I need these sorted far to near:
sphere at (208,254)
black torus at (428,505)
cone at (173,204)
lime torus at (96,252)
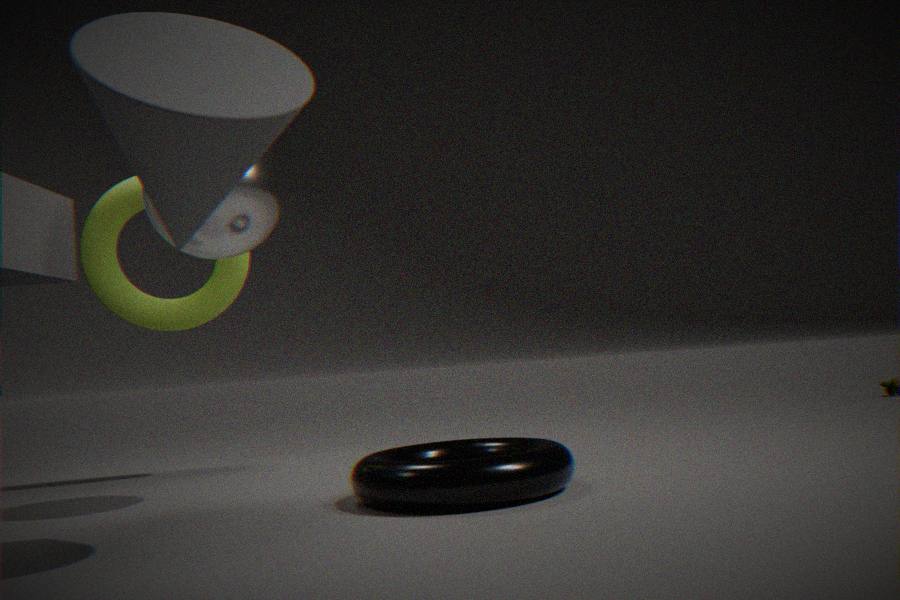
lime torus at (96,252)
sphere at (208,254)
black torus at (428,505)
cone at (173,204)
